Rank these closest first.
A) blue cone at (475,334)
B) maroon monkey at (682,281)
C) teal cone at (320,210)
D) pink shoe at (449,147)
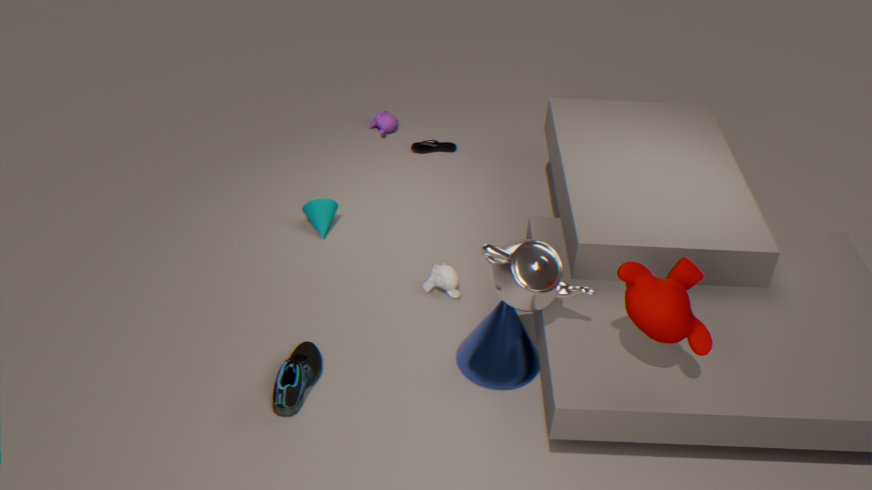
maroon monkey at (682,281) → blue cone at (475,334) → teal cone at (320,210) → pink shoe at (449,147)
